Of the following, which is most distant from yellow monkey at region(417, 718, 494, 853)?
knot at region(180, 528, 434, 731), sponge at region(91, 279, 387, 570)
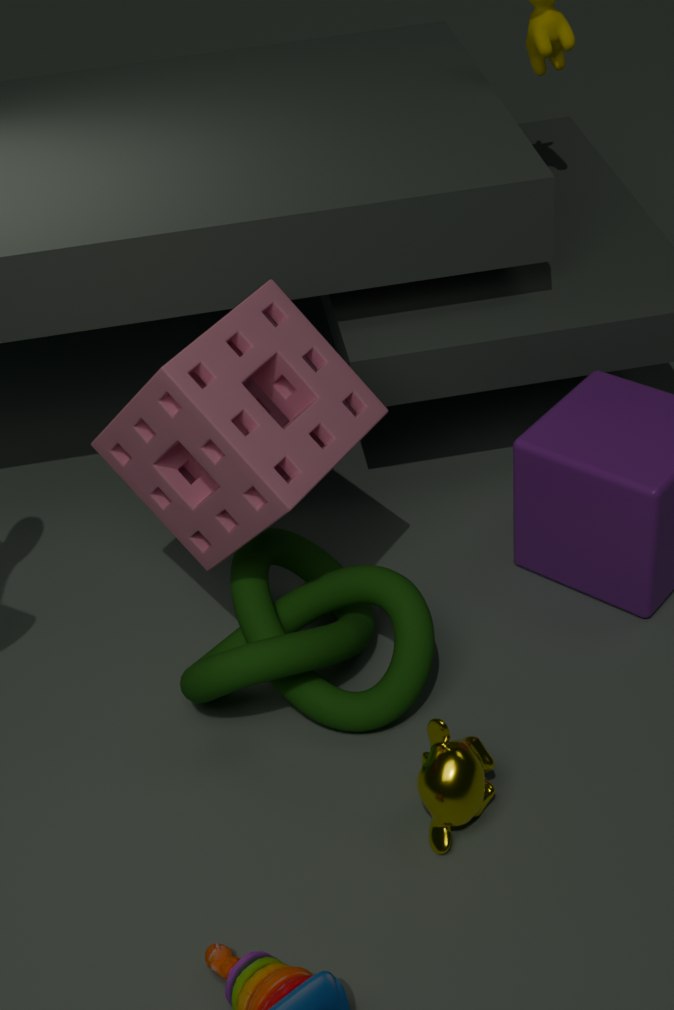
sponge at region(91, 279, 387, 570)
